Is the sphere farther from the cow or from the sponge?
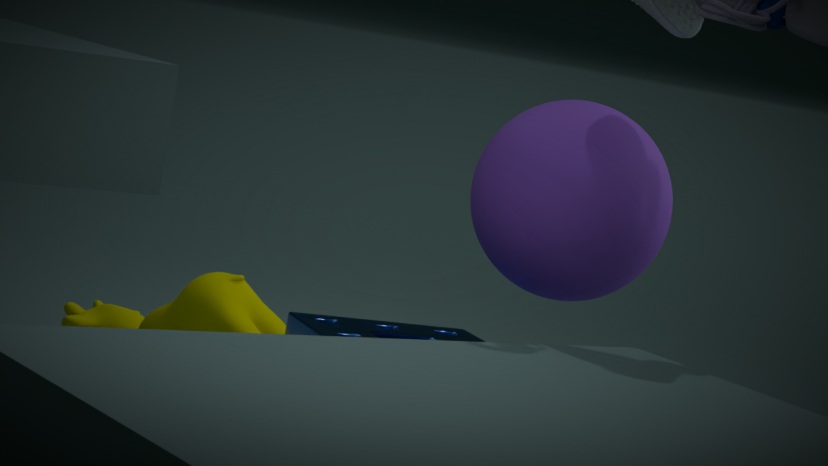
the cow
